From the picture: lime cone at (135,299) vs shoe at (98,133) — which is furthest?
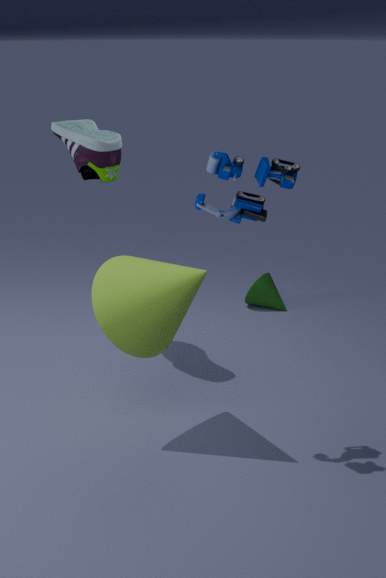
shoe at (98,133)
